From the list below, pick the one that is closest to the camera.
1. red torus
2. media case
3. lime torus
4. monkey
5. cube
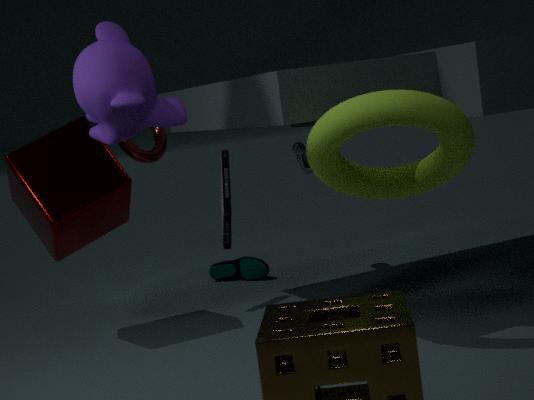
lime torus
